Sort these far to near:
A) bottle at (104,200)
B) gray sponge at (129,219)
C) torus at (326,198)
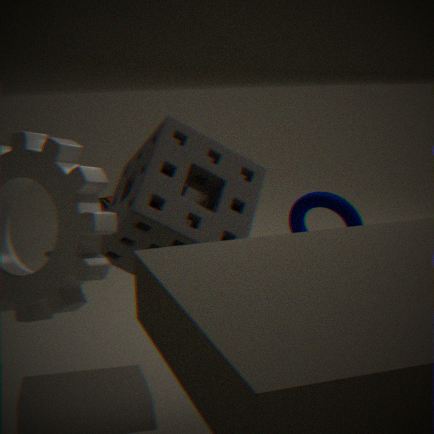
bottle at (104,200) < torus at (326,198) < gray sponge at (129,219)
